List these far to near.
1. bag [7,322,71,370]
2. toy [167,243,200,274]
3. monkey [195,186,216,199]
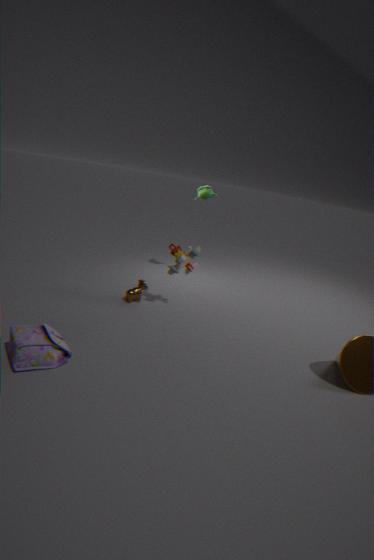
monkey [195,186,216,199] < toy [167,243,200,274] < bag [7,322,71,370]
